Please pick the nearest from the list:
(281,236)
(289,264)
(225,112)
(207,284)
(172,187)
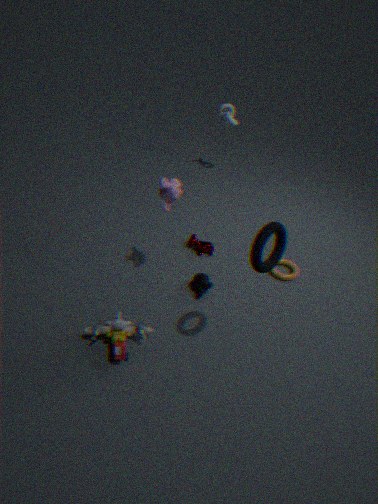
(281,236)
